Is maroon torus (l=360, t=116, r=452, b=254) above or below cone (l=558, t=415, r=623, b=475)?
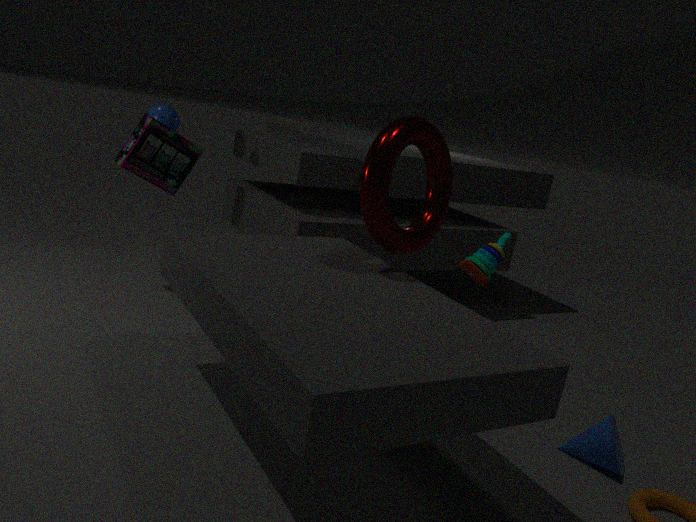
above
